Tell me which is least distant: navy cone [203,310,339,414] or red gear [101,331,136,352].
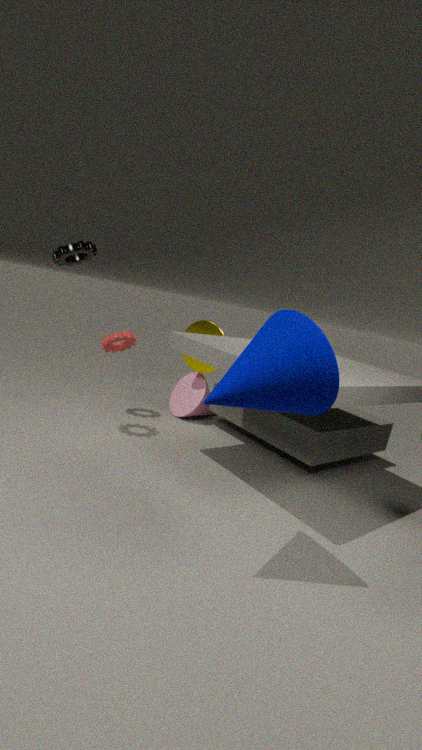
navy cone [203,310,339,414]
